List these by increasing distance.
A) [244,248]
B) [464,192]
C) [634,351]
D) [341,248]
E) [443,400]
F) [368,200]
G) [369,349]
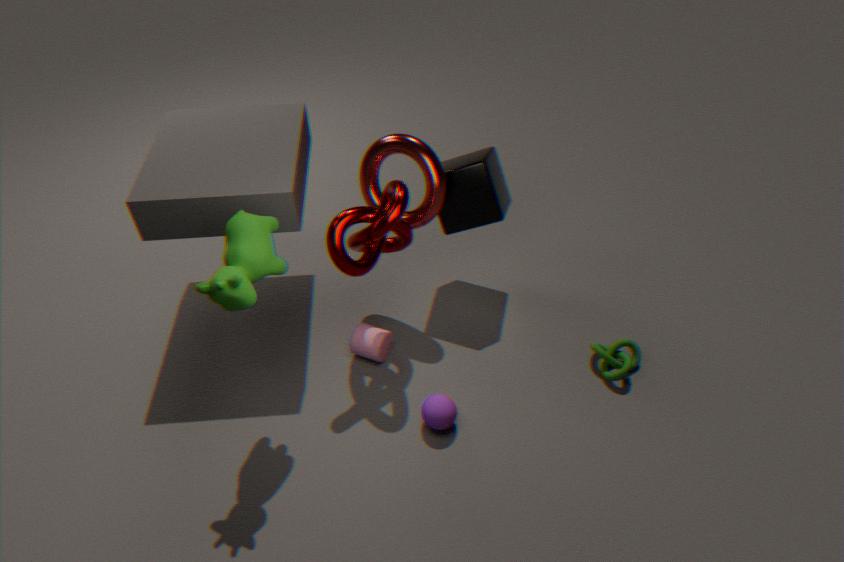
1. [244,248]
2. [341,248]
3. [443,400]
4. [369,349]
5. [634,351]
6. [464,192]
7. [368,200]
